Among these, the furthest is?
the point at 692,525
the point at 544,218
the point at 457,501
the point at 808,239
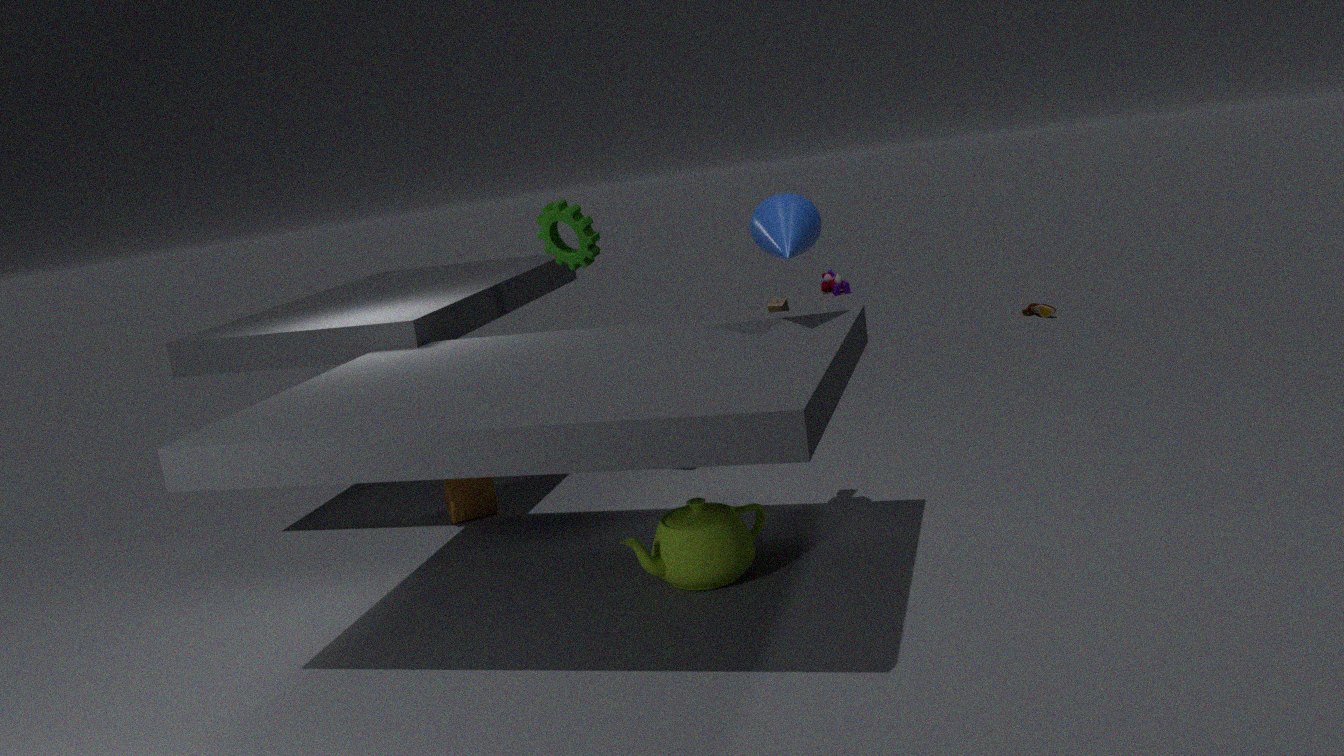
the point at 457,501
